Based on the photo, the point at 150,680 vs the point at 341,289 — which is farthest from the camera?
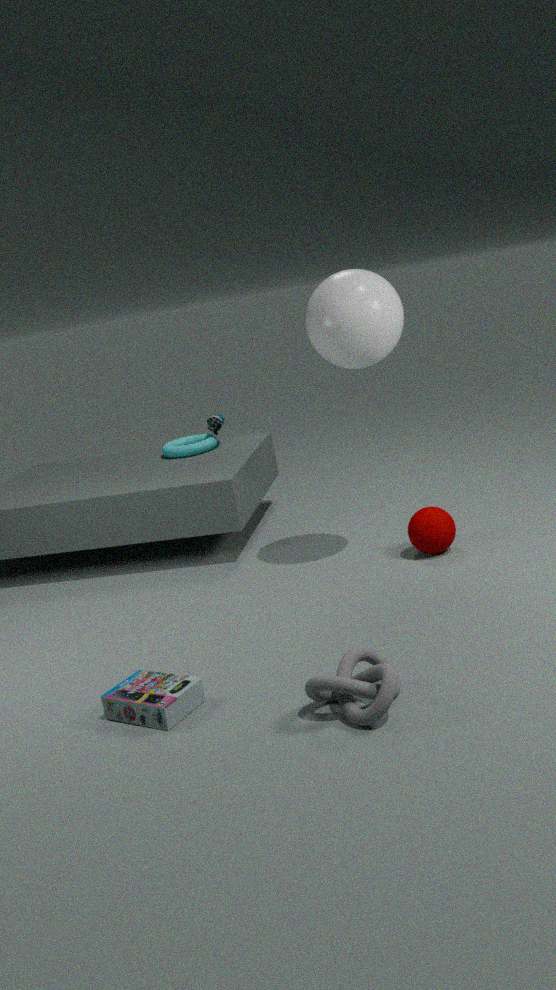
the point at 341,289
